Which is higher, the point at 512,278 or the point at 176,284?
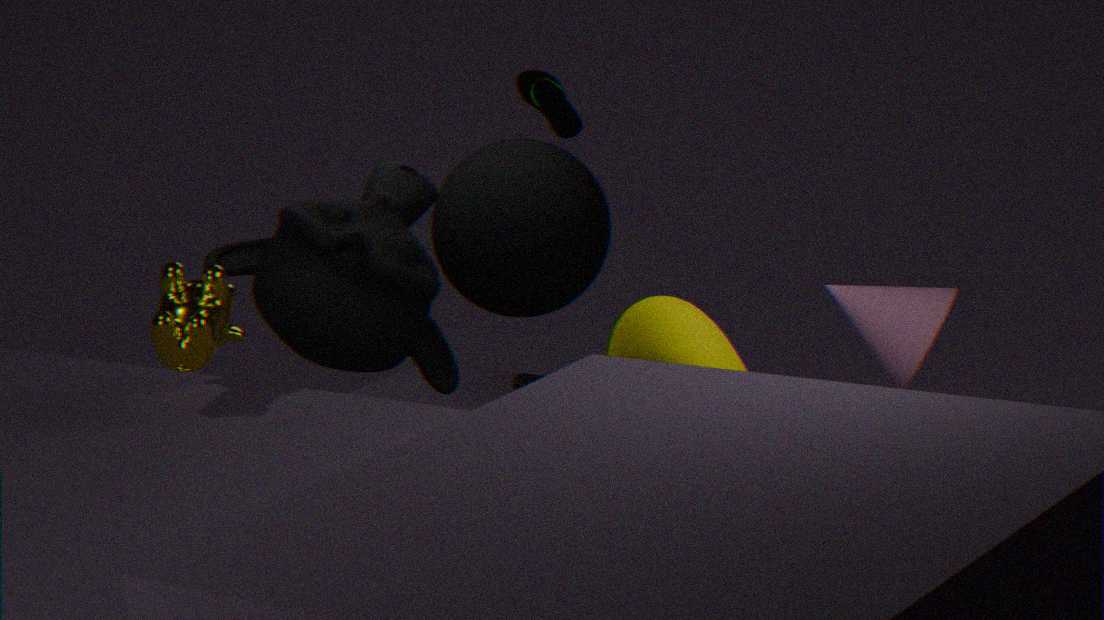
the point at 176,284
